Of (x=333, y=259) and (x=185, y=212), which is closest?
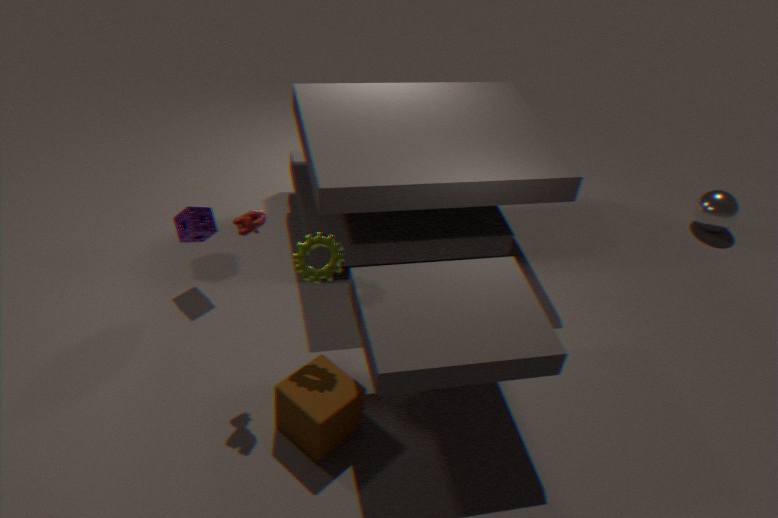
(x=333, y=259)
